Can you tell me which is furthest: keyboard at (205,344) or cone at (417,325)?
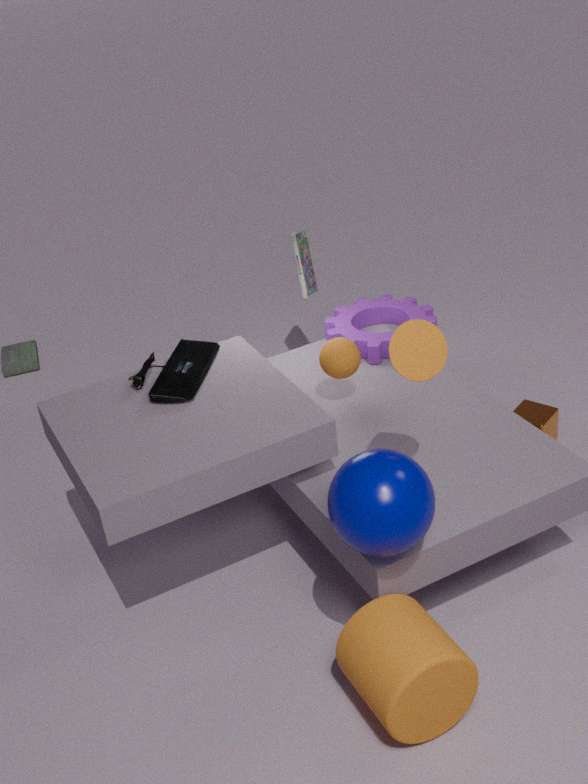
keyboard at (205,344)
